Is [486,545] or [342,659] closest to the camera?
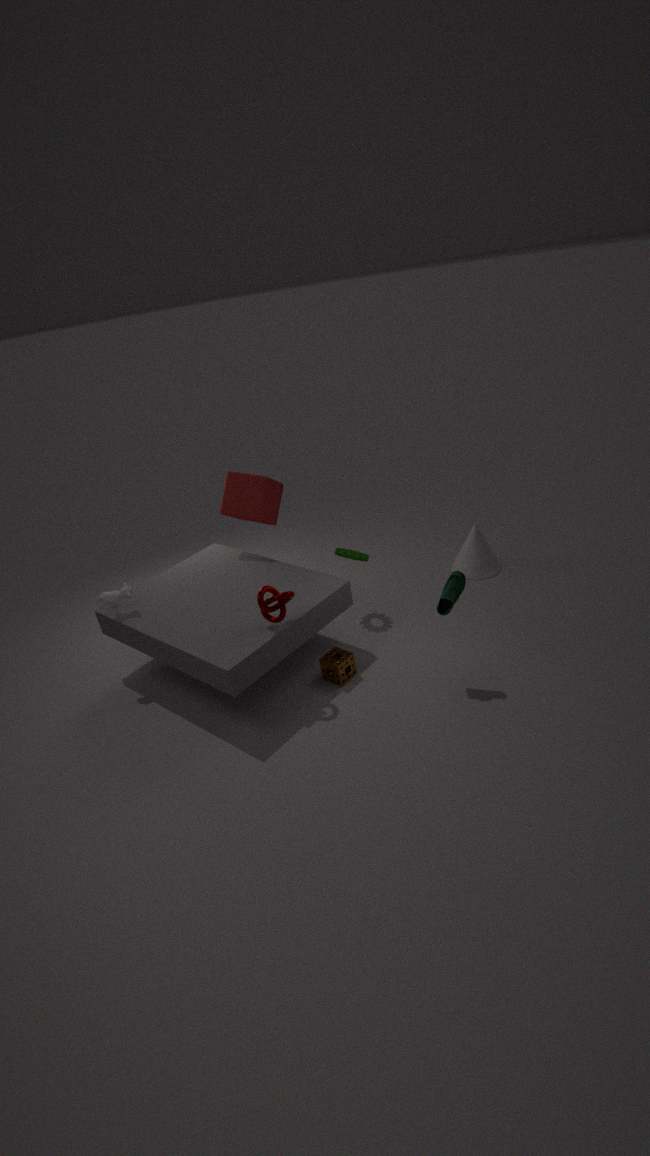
[342,659]
